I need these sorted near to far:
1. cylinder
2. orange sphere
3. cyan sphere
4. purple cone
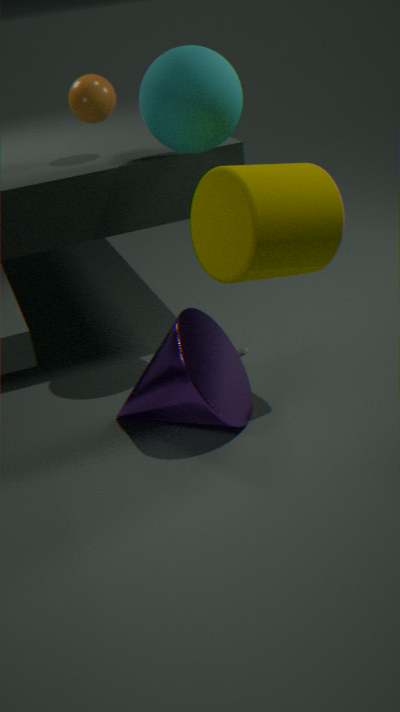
cylinder
purple cone
cyan sphere
orange sphere
